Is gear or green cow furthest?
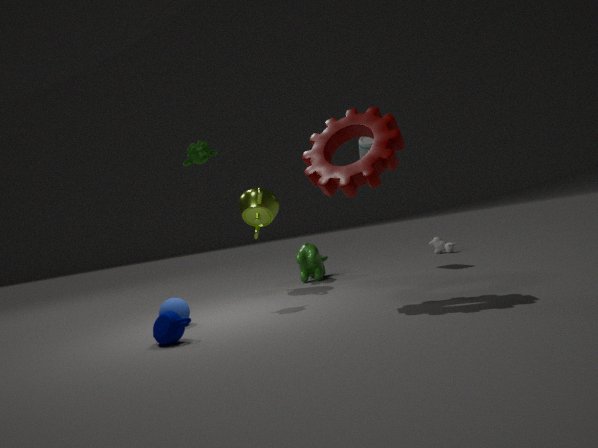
green cow
